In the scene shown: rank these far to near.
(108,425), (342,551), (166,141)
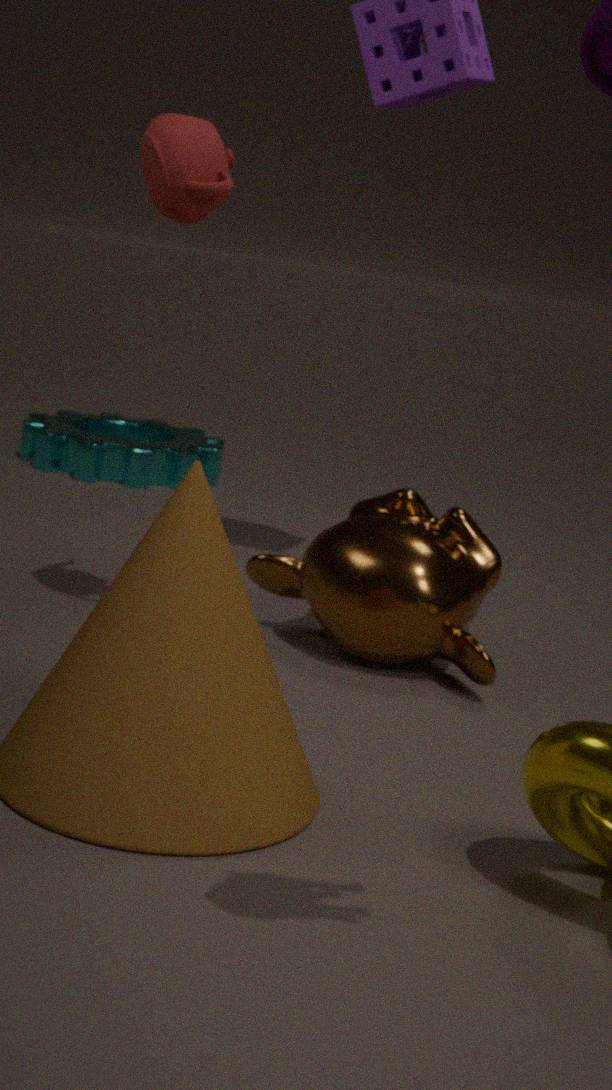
(108,425) → (342,551) → (166,141)
